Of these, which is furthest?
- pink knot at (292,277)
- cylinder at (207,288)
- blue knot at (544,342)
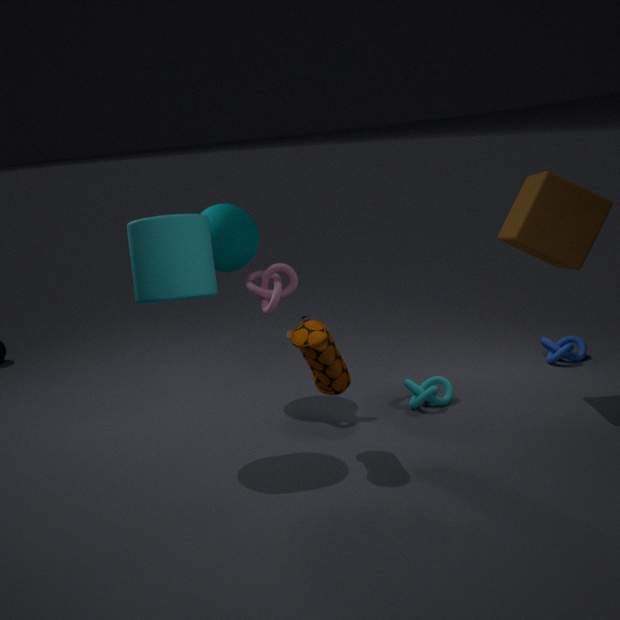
blue knot at (544,342)
